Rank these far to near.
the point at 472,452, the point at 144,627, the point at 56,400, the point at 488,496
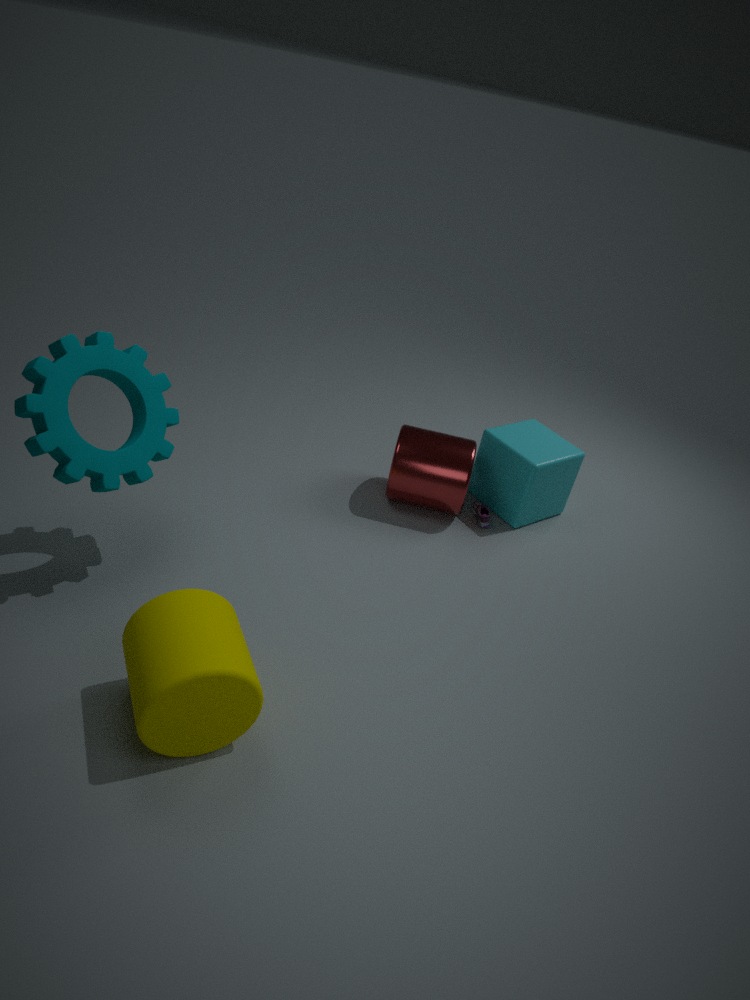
the point at 488,496 < the point at 472,452 < the point at 56,400 < the point at 144,627
